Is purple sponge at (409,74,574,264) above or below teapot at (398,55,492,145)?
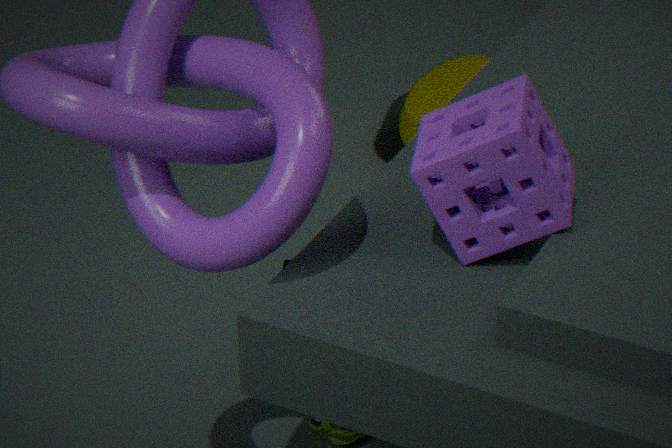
above
